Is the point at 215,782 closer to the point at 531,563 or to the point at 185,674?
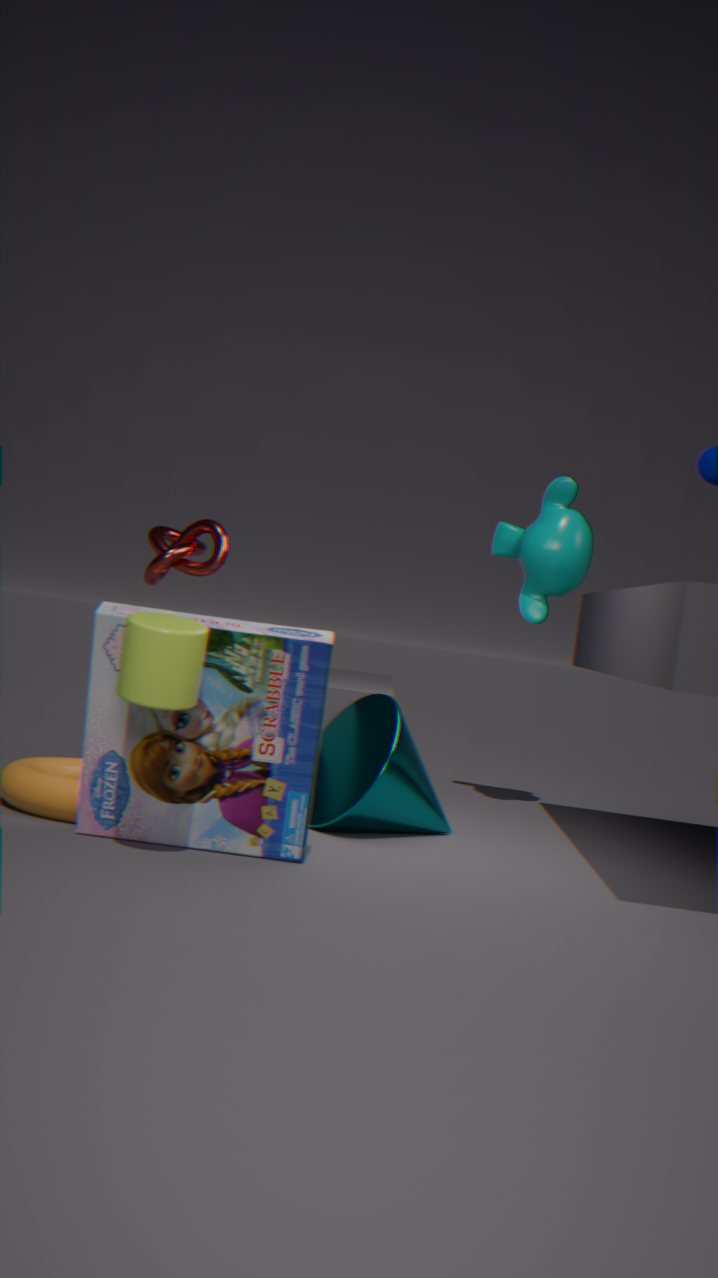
the point at 185,674
